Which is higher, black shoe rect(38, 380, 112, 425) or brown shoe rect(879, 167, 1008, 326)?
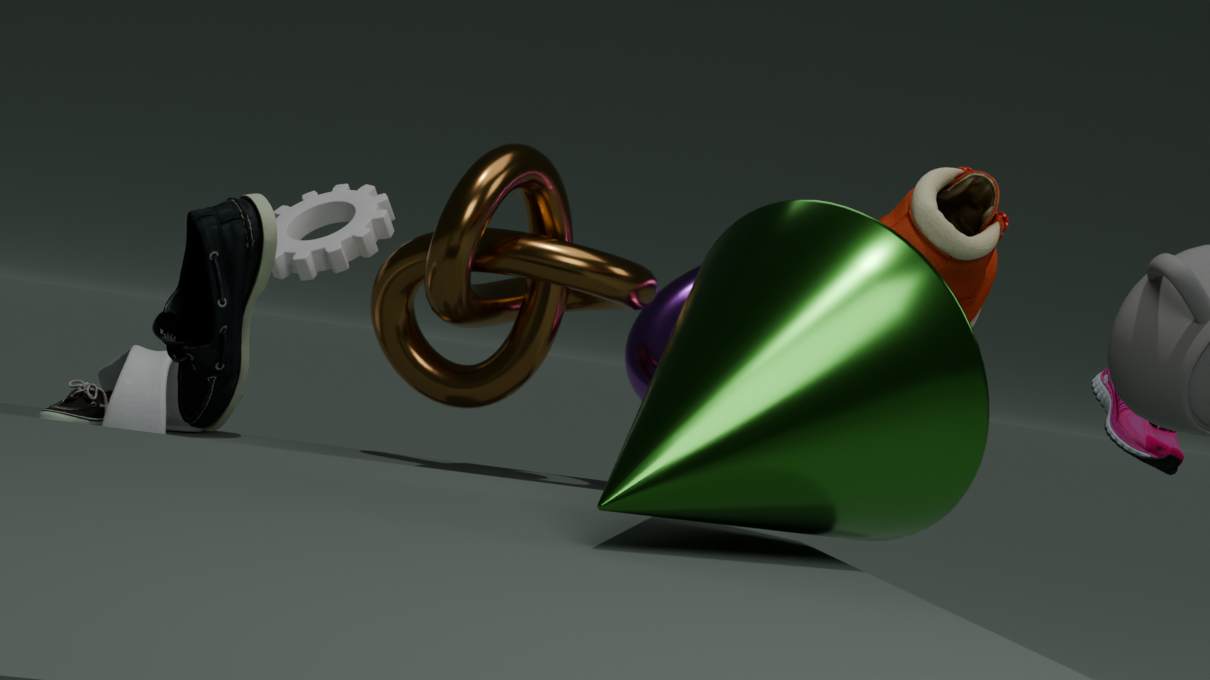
brown shoe rect(879, 167, 1008, 326)
